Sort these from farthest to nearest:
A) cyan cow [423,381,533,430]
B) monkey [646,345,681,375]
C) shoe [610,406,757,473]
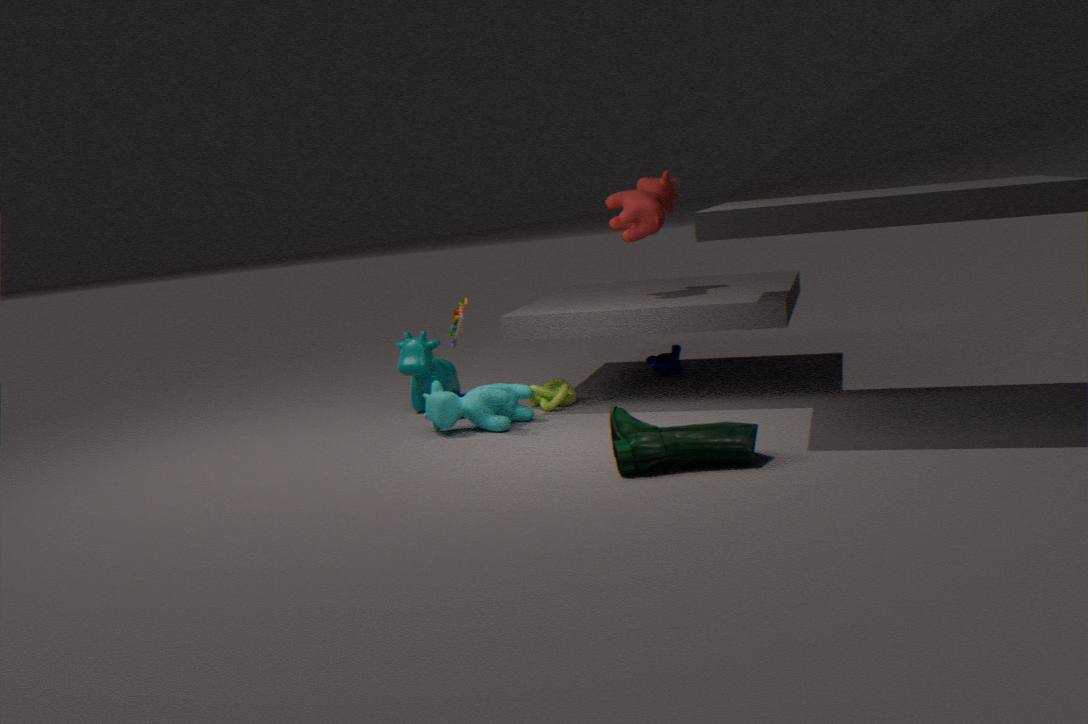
monkey [646,345,681,375] → cyan cow [423,381,533,430] → shoe [610,406,757,473]
